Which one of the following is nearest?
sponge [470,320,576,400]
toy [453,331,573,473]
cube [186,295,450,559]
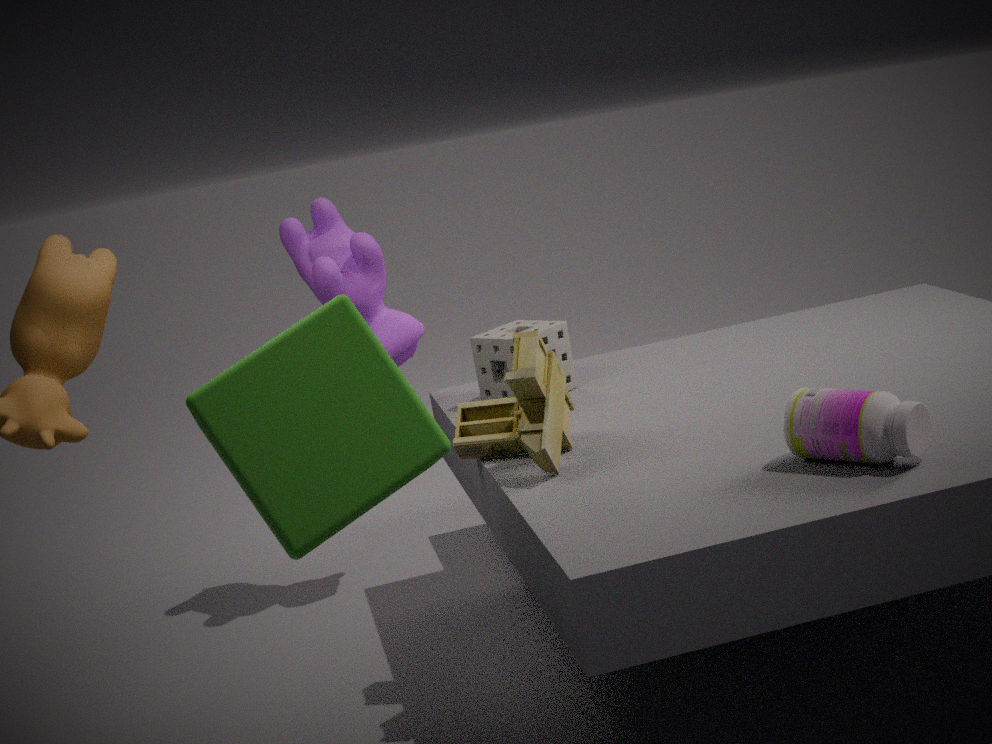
cube [186,295,450,559]
